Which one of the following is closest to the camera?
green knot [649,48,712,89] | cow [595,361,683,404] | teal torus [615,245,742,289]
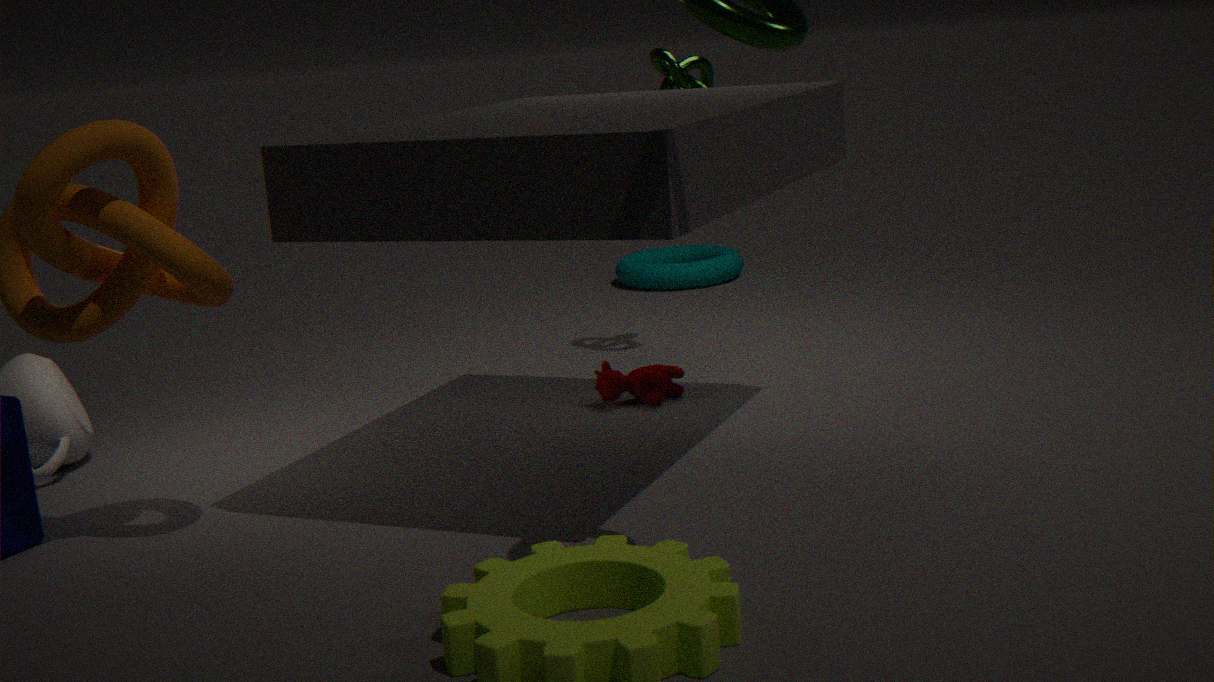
cow [595,361,683,404]
